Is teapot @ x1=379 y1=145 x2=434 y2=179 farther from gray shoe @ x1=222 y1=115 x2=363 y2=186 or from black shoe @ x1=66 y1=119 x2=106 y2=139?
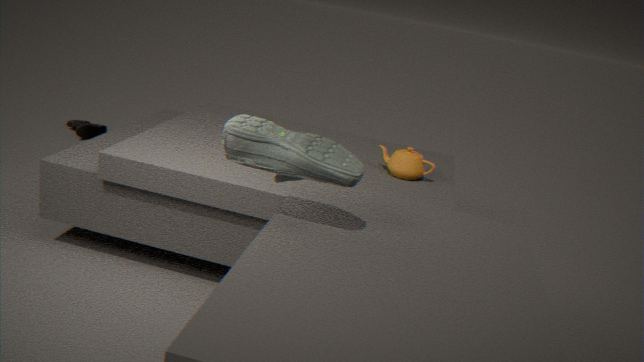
black shoe @ x1=66 y1=119 x2=106 y2=139
